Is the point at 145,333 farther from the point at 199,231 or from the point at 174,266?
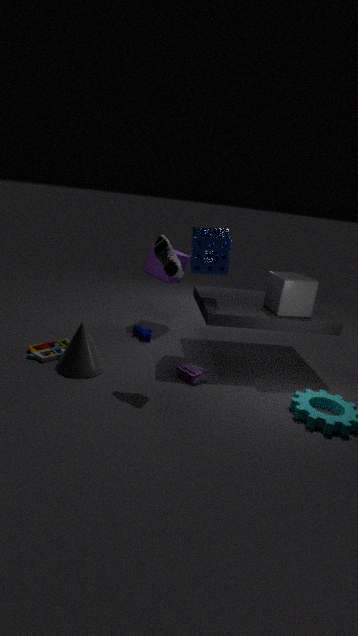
the point at 174,266
